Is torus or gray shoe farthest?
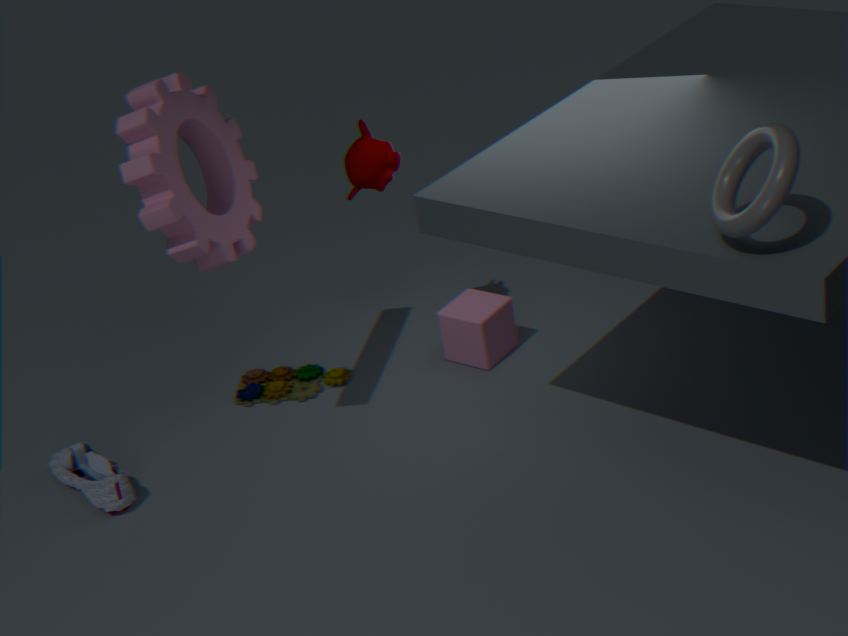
gray shoe
